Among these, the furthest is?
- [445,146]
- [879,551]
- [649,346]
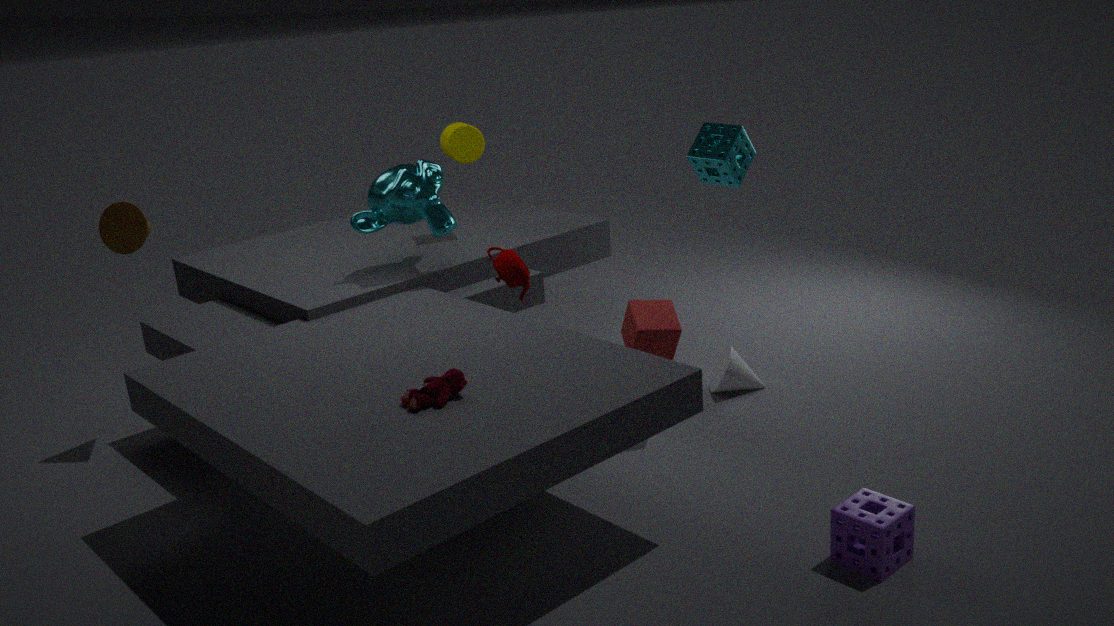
[445,146]
